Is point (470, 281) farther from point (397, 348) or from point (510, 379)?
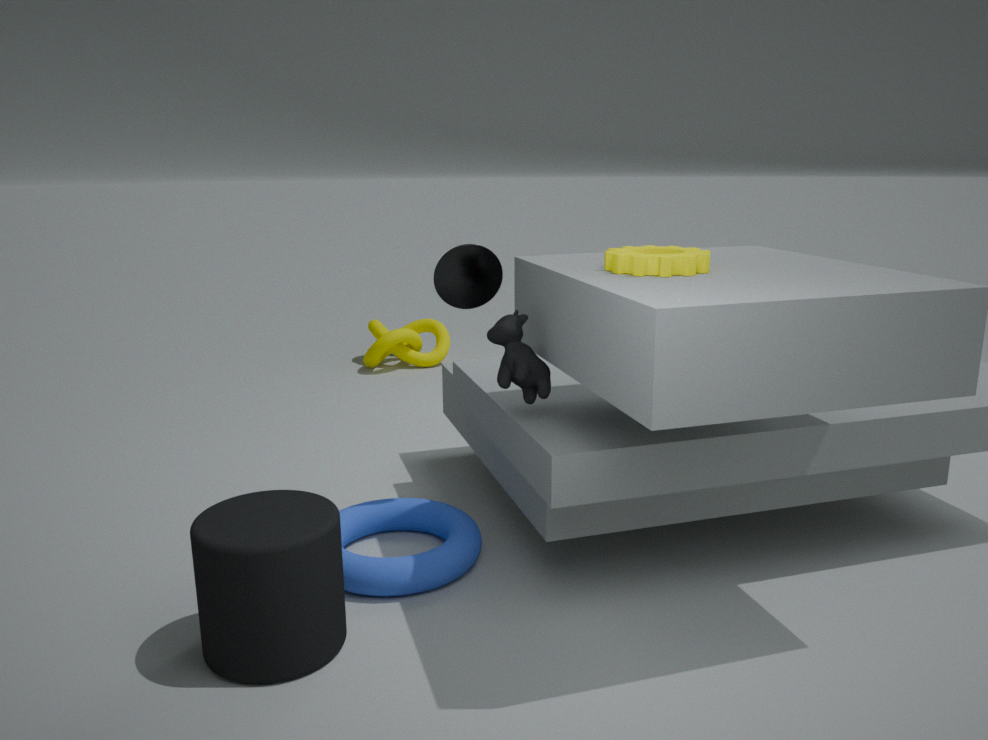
point (397, 348)
